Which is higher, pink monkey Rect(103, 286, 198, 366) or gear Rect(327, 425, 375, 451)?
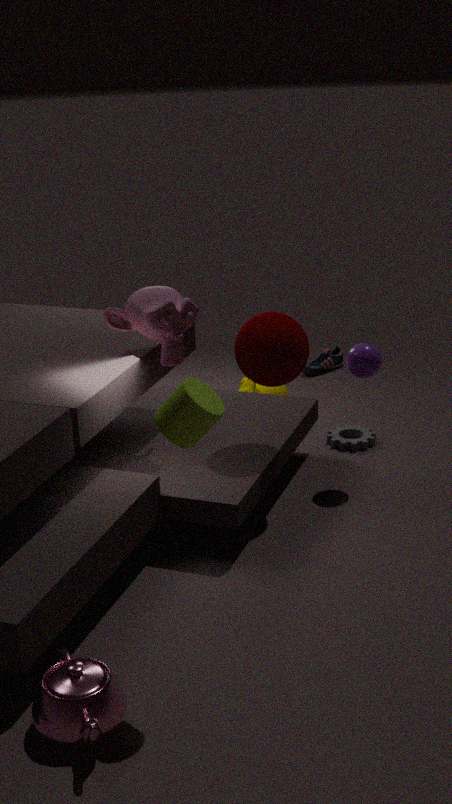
pink monkey Rect(103, 286, 198, 366)
